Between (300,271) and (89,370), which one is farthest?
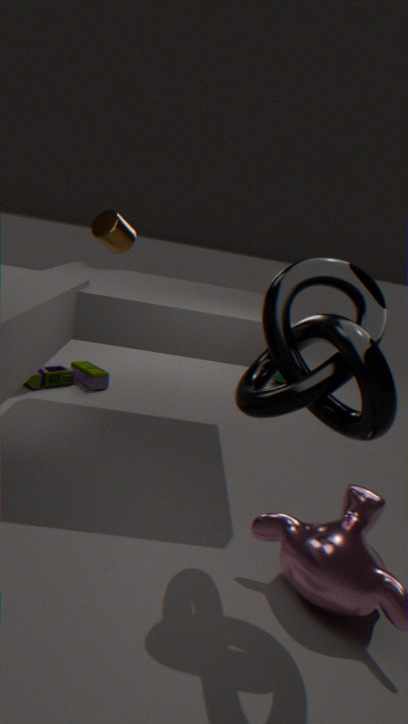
(89,370)
